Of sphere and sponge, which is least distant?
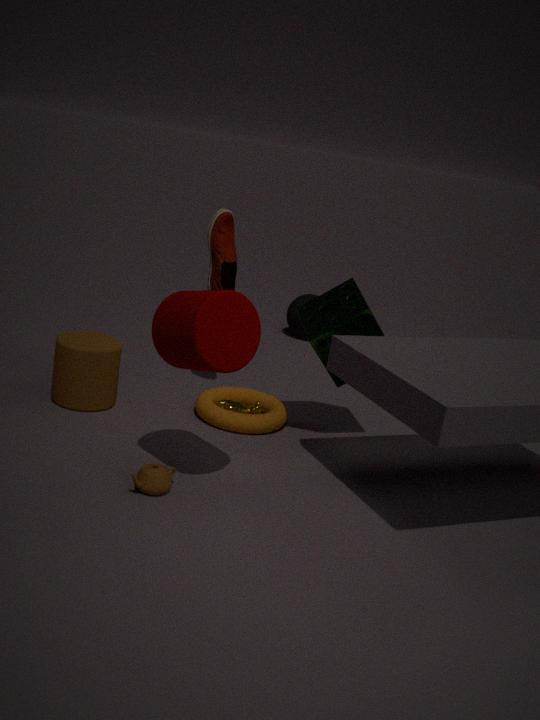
sponge
